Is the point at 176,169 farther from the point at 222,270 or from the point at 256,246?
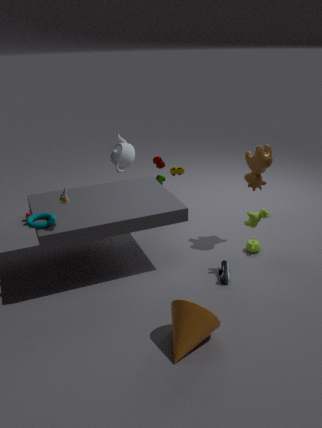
the point at 222,270
